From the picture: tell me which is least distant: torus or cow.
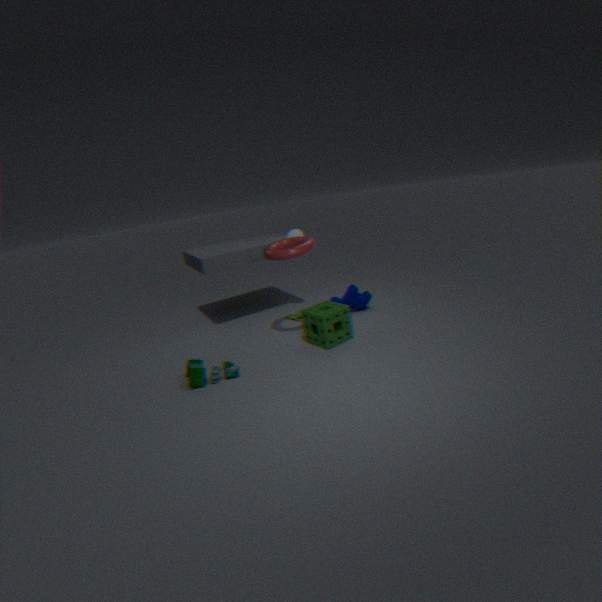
torus
